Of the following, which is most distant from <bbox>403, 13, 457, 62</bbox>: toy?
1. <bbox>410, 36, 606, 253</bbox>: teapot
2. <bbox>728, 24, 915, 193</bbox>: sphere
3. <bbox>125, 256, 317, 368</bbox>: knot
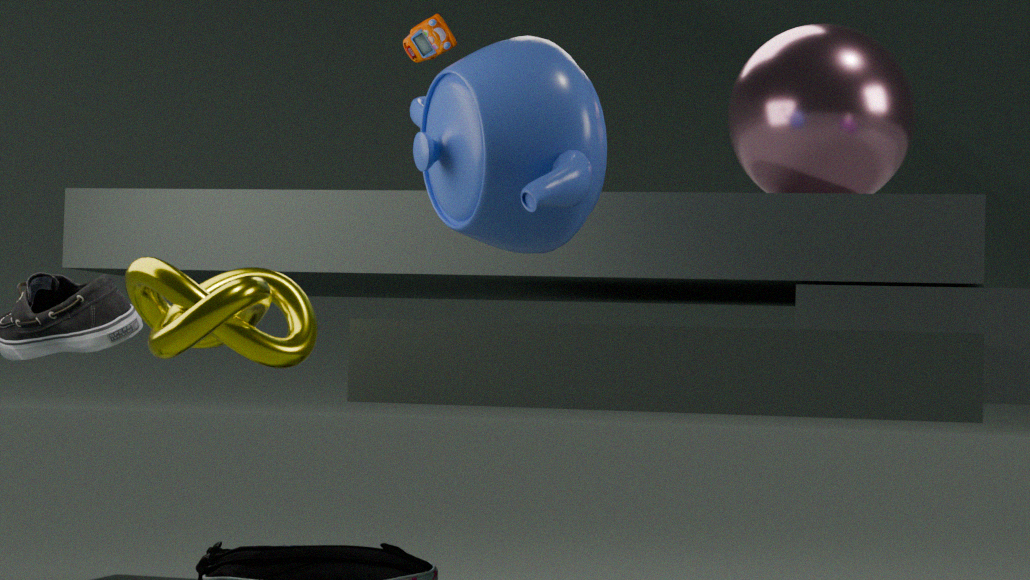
<bbox>728, 24, 915, 193</bbox>: sphere
